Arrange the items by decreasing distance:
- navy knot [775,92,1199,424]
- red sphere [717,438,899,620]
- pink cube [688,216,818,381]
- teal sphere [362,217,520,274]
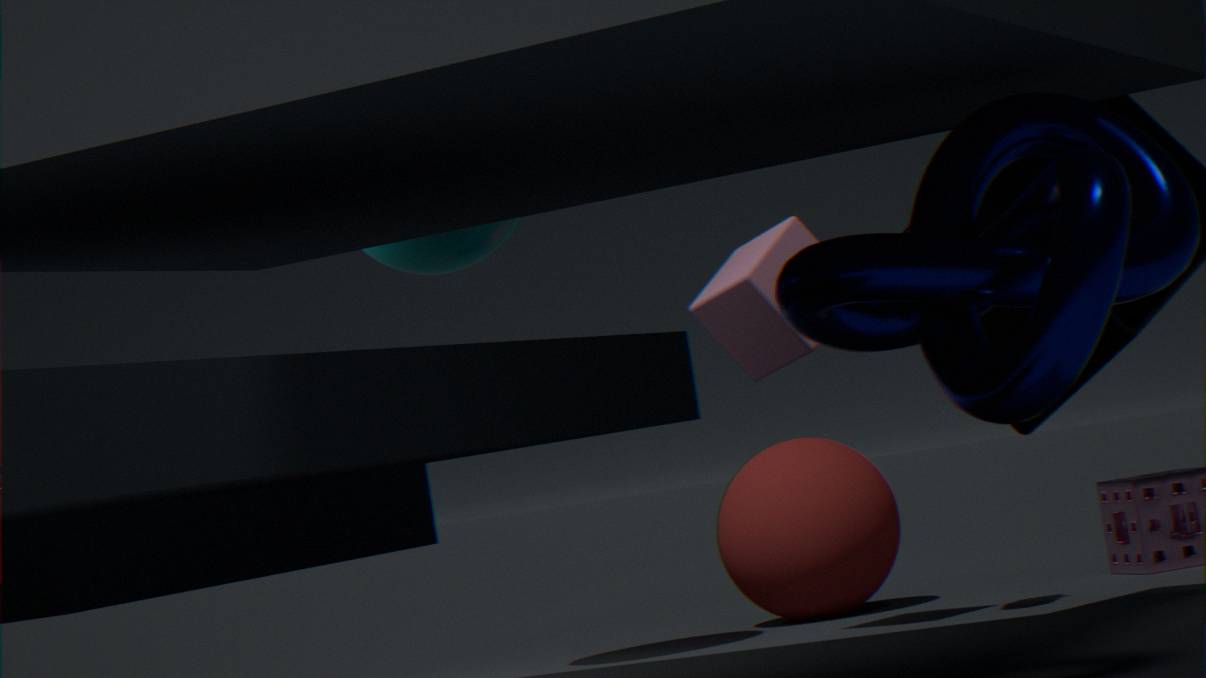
1. red sphere [717,438,899,620]
2. teal sphere [362,217,520,274]
3. pink cube [688,216,818,381]
4. navy knot [775,92,1199,424]
